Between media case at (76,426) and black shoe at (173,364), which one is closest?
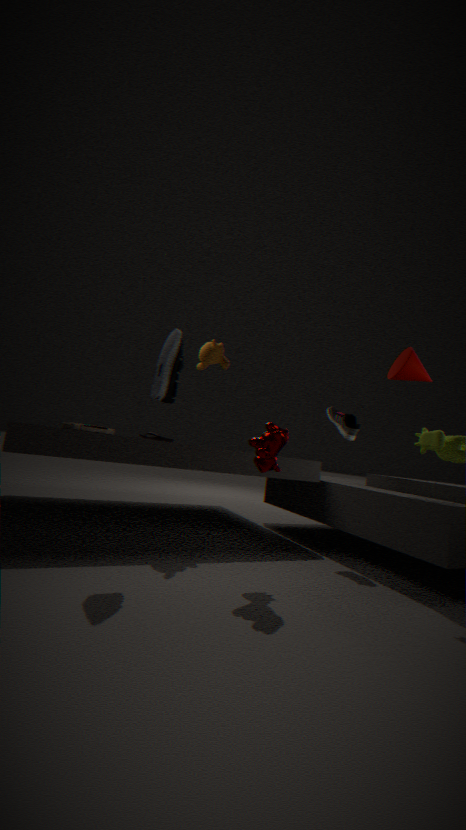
black shoe at (173,364)
